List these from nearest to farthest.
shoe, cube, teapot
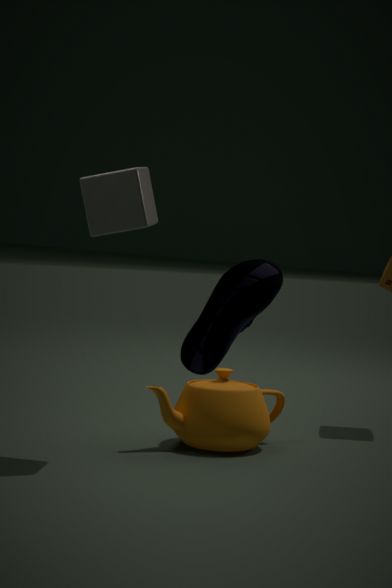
shoe, cube, teapot
